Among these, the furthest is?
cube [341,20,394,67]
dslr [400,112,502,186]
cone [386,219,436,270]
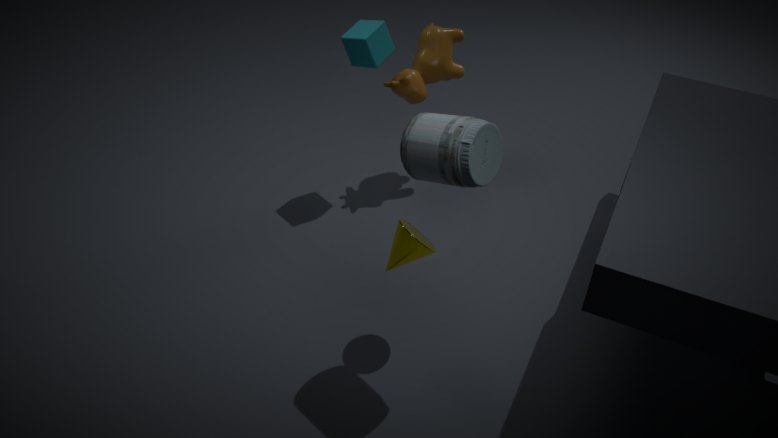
cube [341,20,394,67]
